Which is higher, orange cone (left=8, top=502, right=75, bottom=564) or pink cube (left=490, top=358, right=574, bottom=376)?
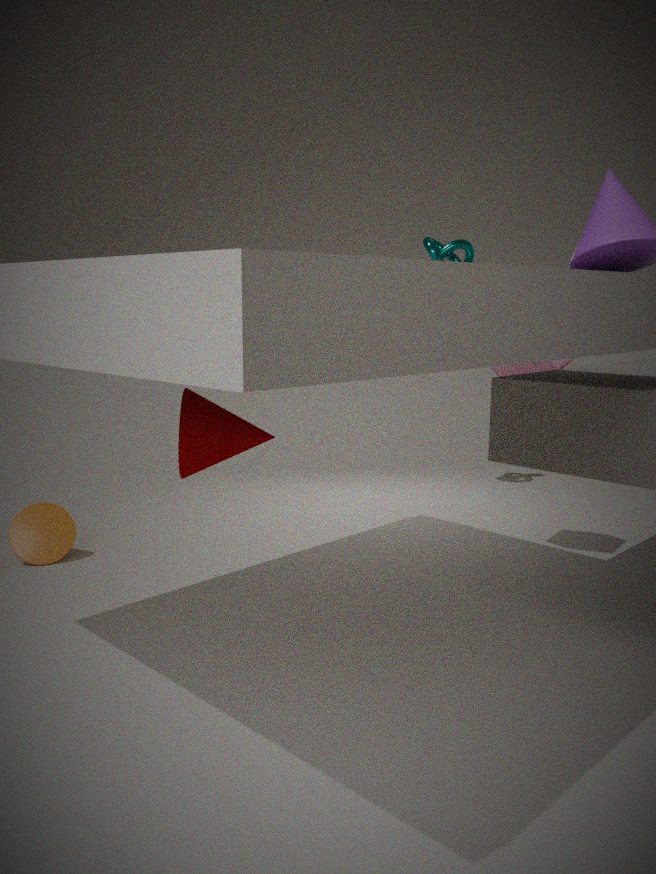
pink cube (left=490, top=358, right=574, bottom=376)
